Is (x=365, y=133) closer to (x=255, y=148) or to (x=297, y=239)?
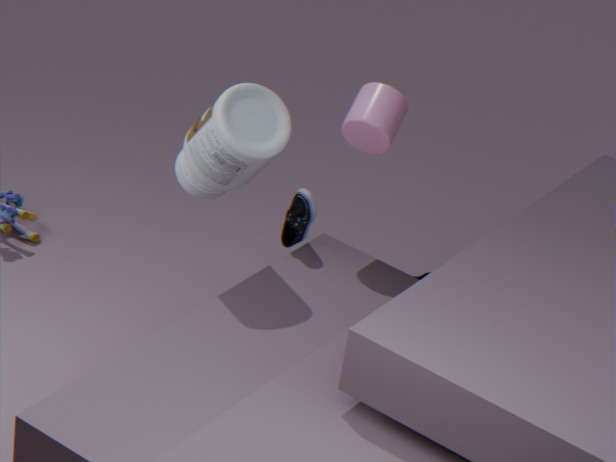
(x=297, y=239)
